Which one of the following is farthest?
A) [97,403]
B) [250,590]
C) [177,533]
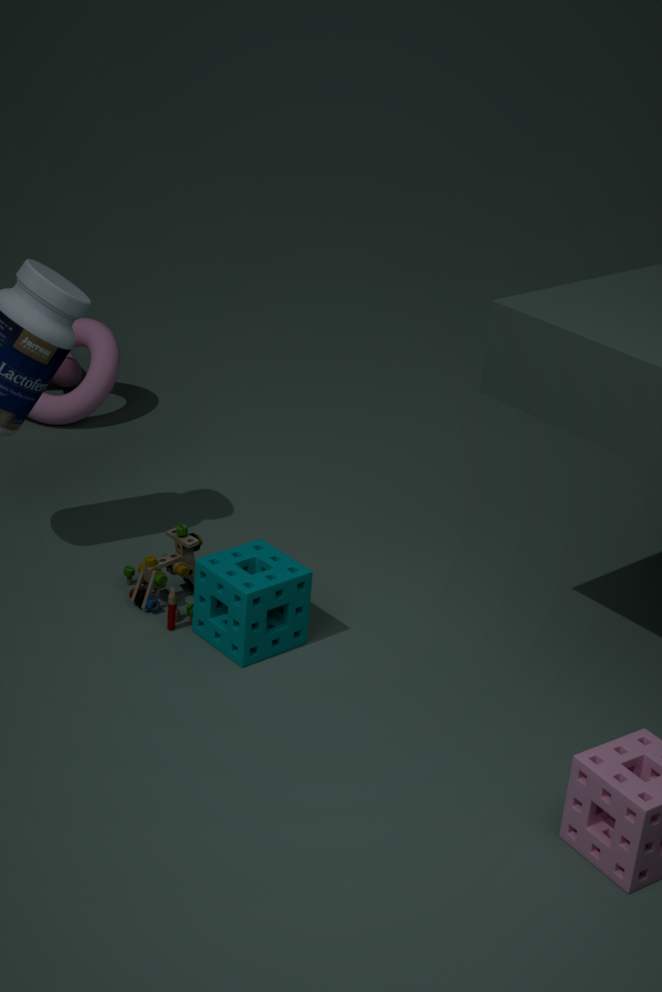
[97,403]
